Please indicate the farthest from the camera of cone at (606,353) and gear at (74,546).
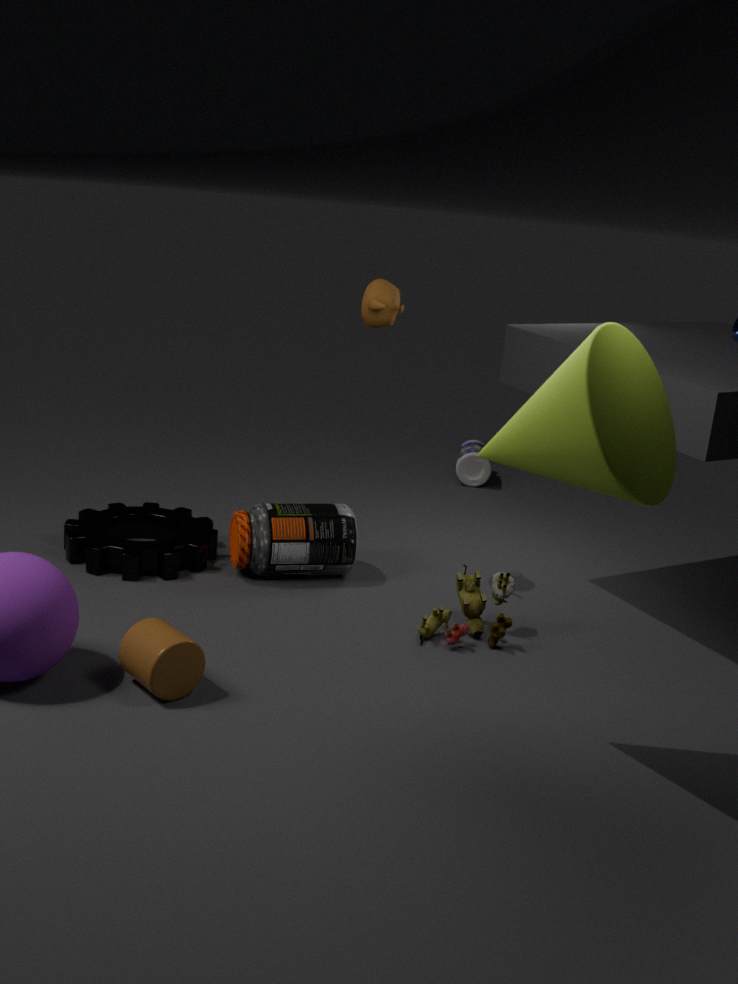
gear at (74,546)
